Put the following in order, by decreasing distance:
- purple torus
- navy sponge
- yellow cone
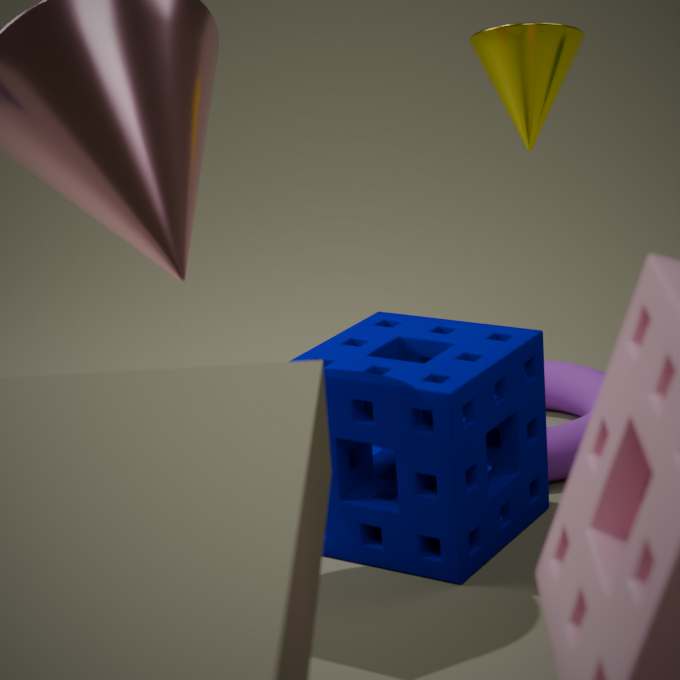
purple torus < yellow cone < navy sponge
